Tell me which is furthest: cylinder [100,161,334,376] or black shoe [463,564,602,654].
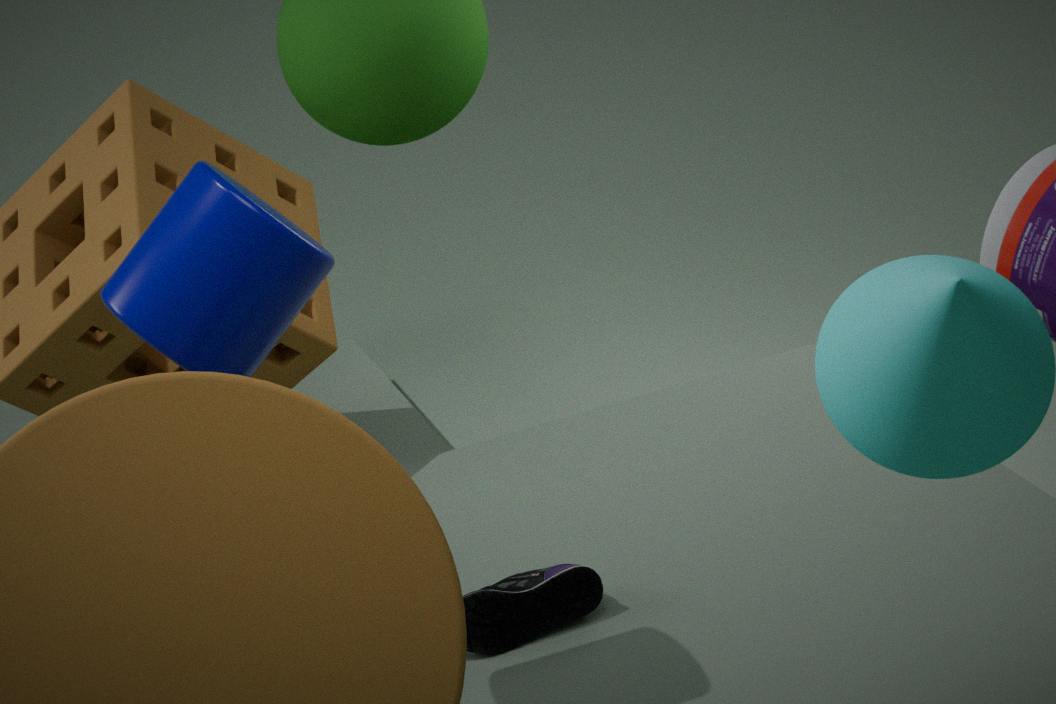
black shoe [463,564,602,654]
